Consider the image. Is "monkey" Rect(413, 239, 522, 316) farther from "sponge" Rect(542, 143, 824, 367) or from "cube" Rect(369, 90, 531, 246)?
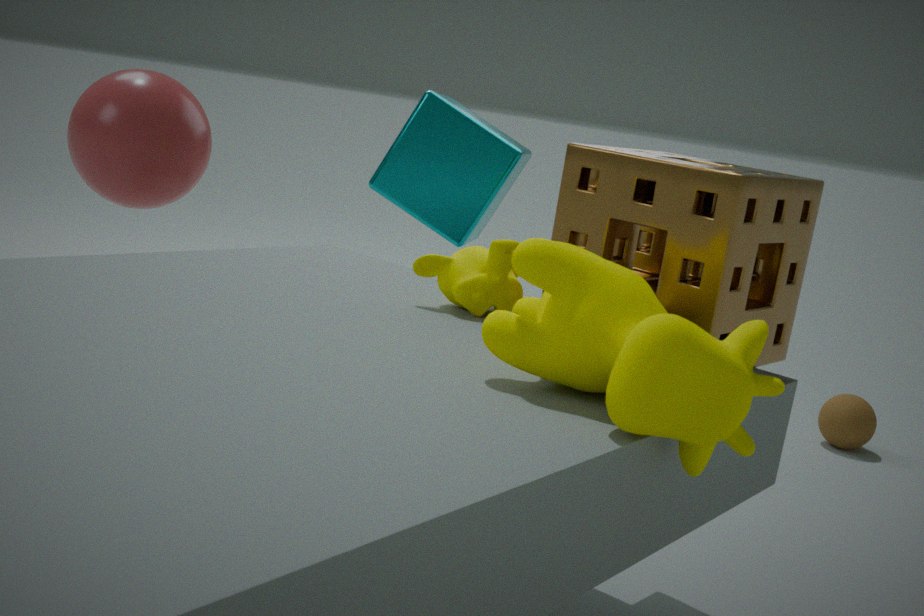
"cube" Rect(369, 90, 531, 246)
